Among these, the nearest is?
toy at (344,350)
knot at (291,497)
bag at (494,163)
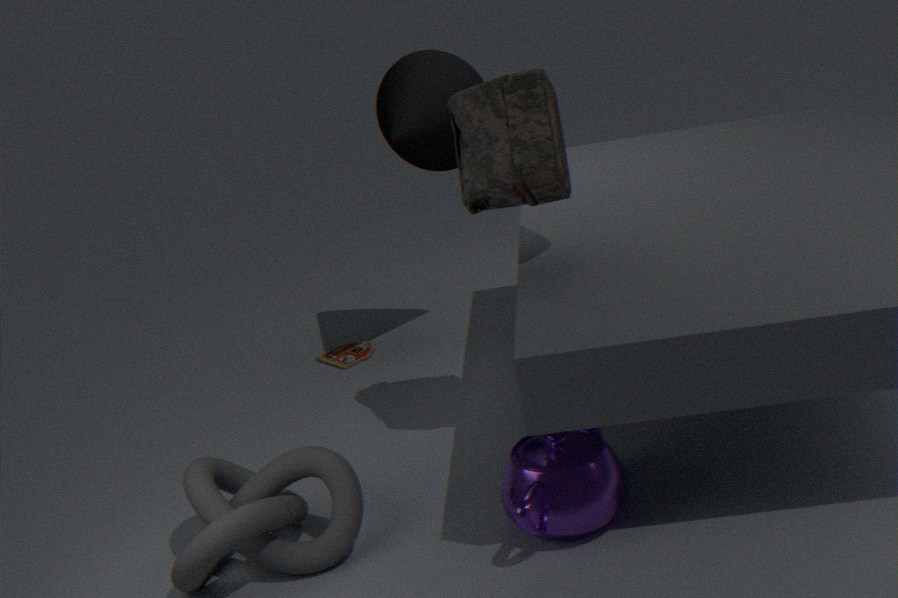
knot at (291,497)
